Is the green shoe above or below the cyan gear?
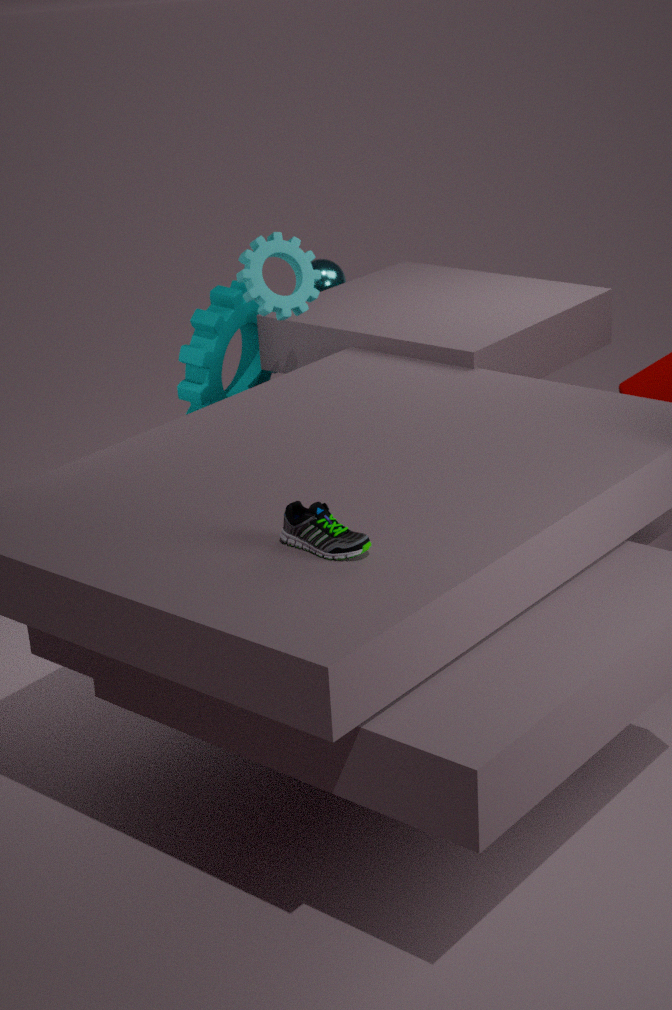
below
